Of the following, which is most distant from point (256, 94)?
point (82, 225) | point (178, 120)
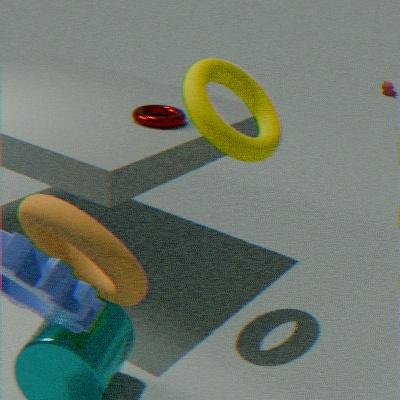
point (82, 225)
